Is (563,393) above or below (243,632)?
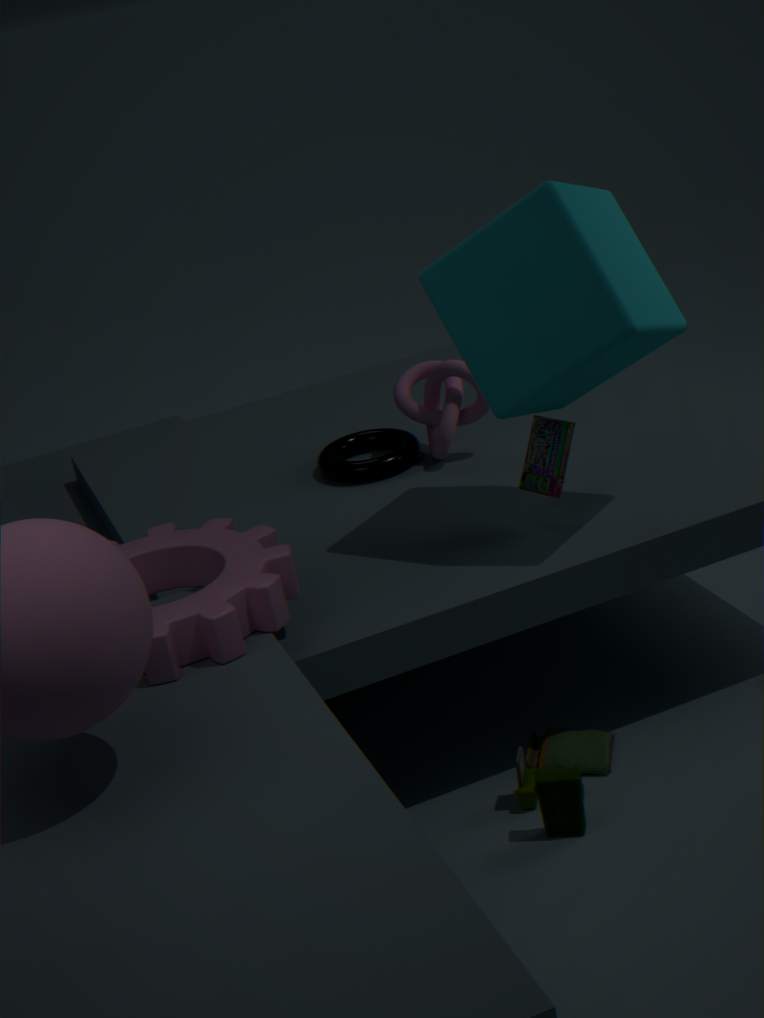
above
